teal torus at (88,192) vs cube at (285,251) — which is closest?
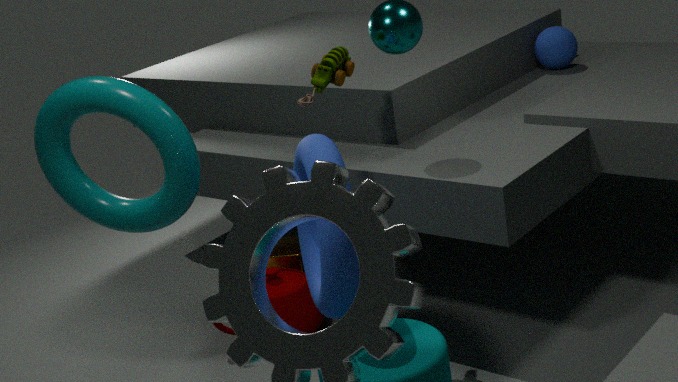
teal torus at (88,192)
